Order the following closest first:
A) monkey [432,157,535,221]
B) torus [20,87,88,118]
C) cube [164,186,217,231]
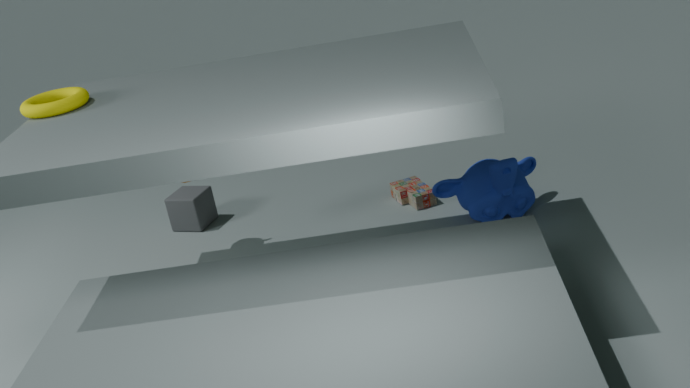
torus [20,87,88,118] < monkey [432,157,535,221] < cube [164,186,217,231]
